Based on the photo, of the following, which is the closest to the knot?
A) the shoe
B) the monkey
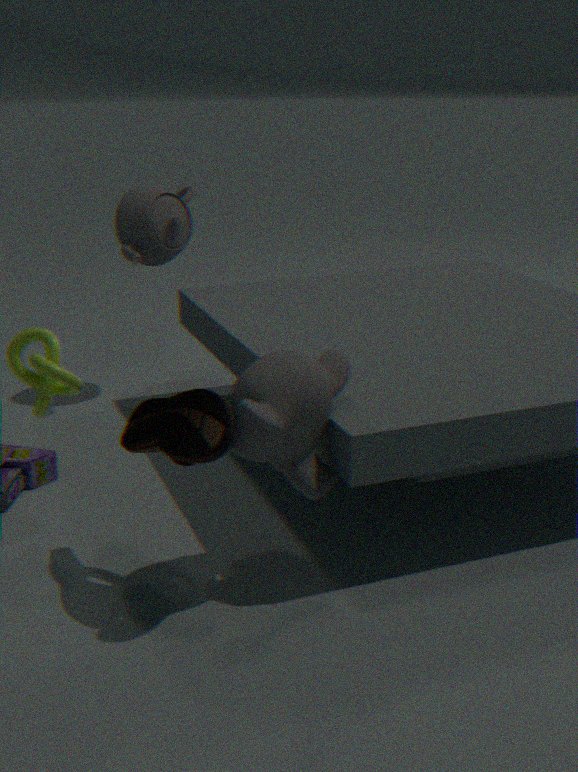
the shoe
